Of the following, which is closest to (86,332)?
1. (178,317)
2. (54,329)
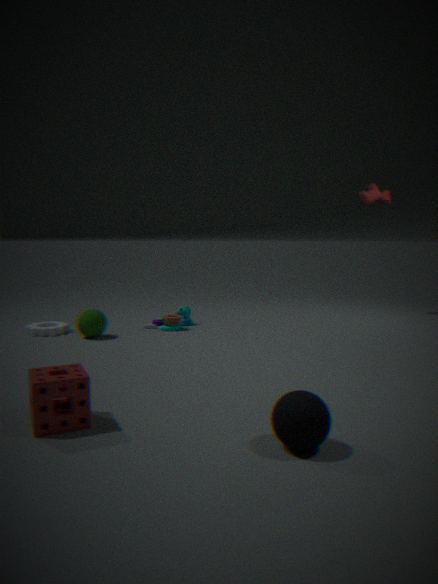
(54,329)
